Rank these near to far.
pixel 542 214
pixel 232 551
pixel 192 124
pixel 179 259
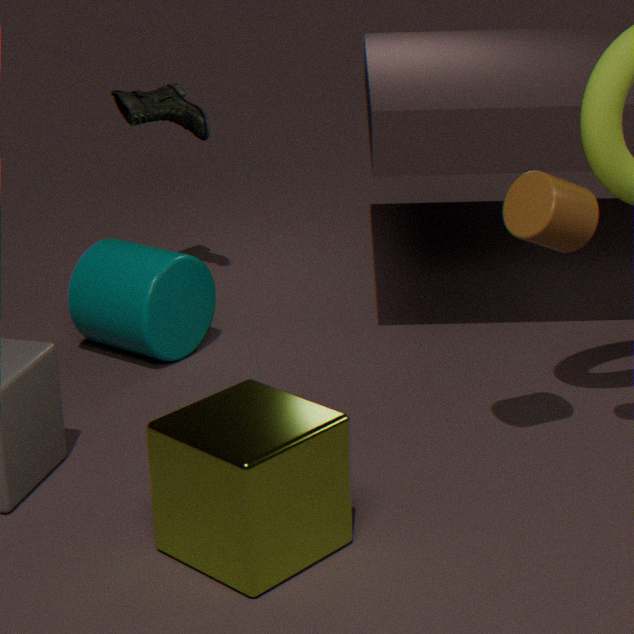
pixel 232 551
pixel 542 214
pixel 179 259
pixel 192 124
